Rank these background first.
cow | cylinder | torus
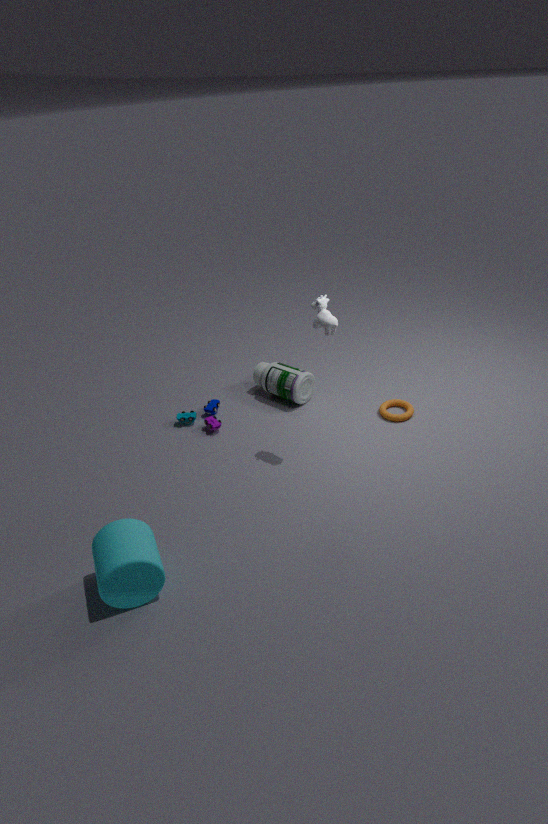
1. torus
2. cow
3. cylinder
